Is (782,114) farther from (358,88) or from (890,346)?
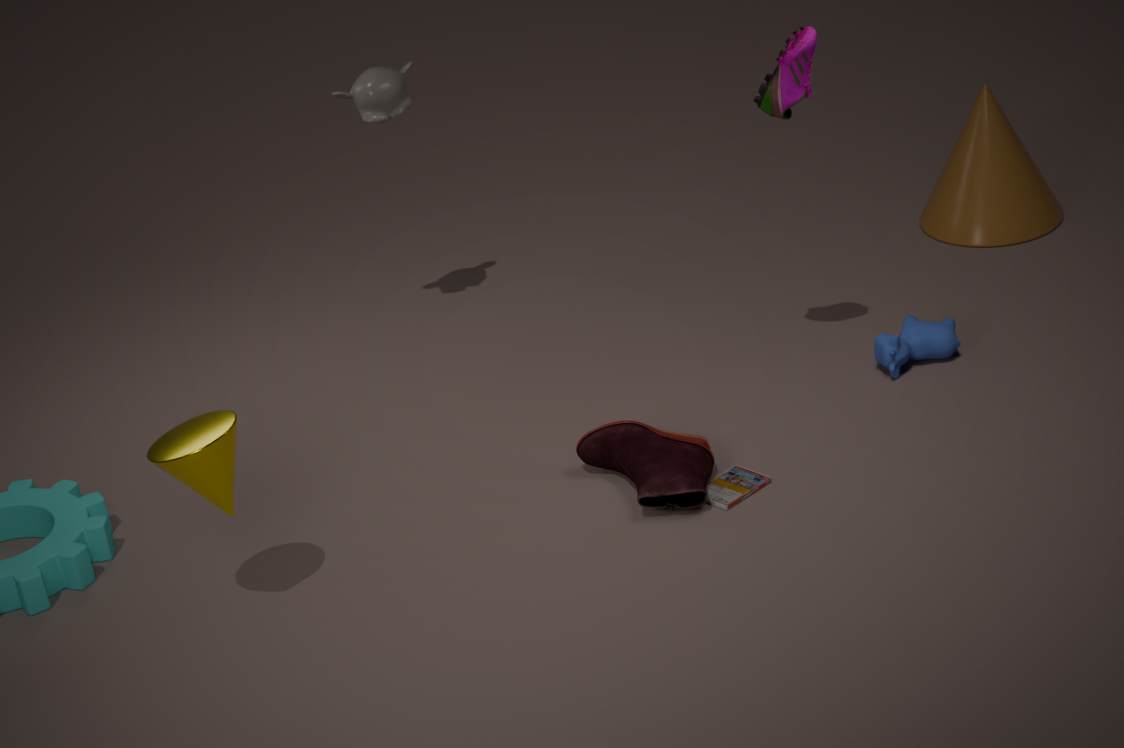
(358,88)
